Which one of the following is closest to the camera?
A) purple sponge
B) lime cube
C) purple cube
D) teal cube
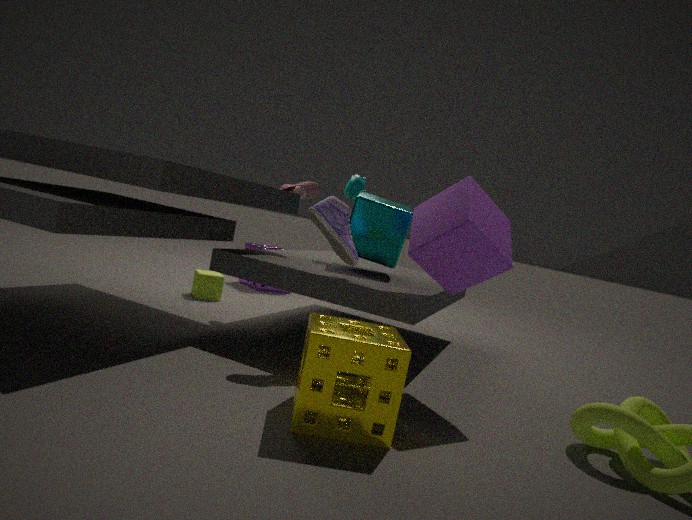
purple cube
